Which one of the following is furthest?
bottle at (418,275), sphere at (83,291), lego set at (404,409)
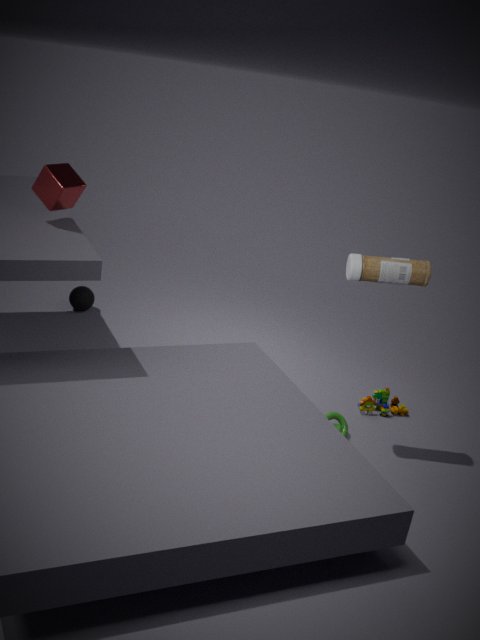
sphere at (83,291)
